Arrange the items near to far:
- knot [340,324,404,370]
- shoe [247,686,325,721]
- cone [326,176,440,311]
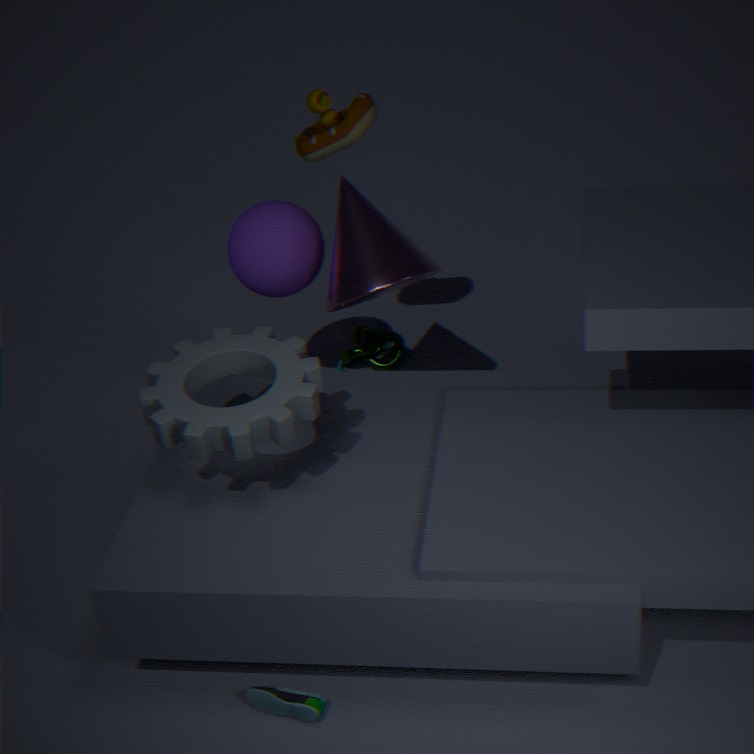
1. shoe [247,686,325,721]
2. cone [326,176,440,311]
3. knot [340,324,404,370]
